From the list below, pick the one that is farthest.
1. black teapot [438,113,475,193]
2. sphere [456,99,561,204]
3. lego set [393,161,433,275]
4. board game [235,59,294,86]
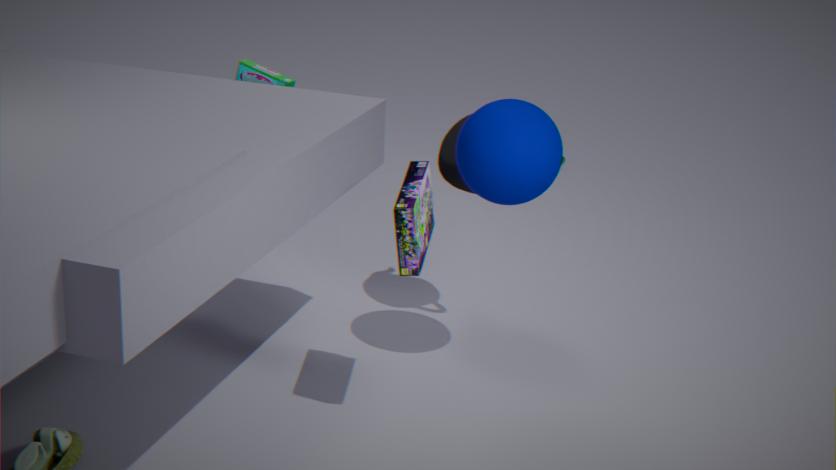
board game [235,59,294,86]
